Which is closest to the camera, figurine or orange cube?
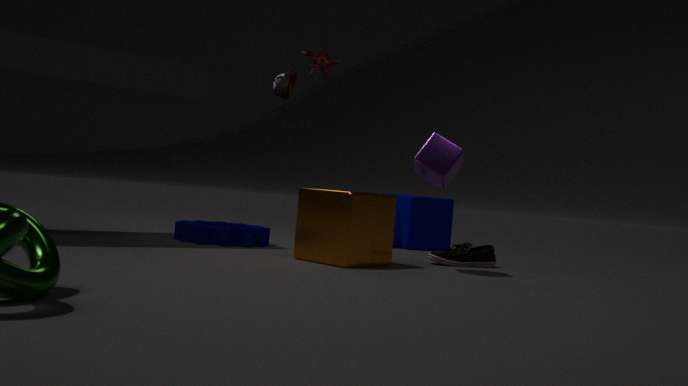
orange cube
